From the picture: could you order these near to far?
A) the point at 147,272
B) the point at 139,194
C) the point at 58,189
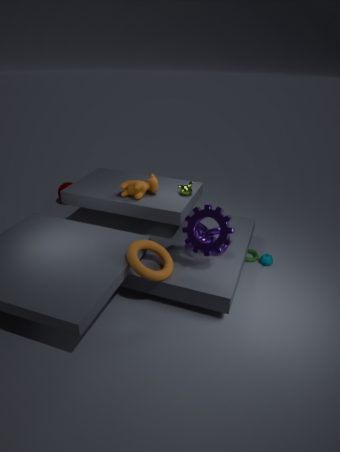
1. the point at 147,272
2. the point at 139,194
3. the point at 58,189
